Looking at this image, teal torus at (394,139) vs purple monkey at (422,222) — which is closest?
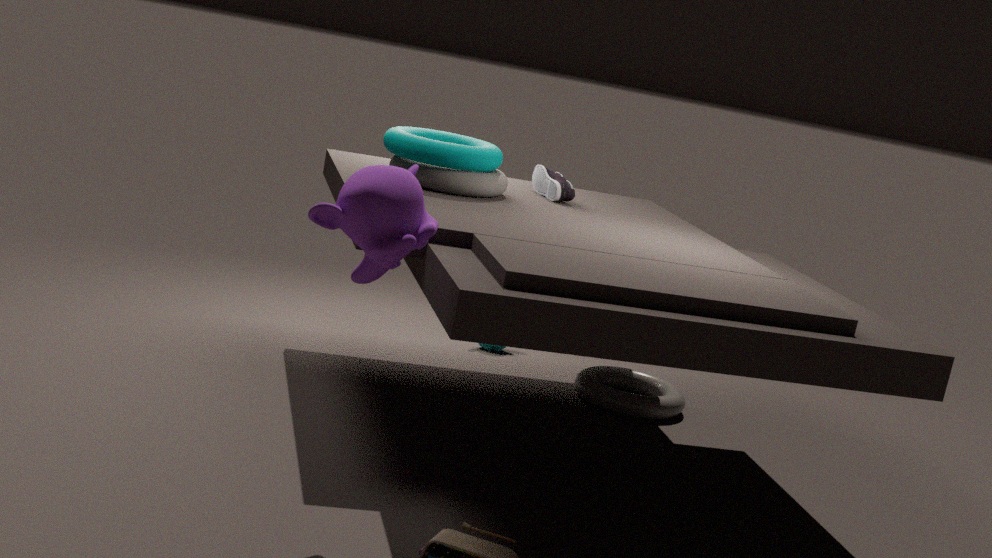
purple monkey at (422,222)
